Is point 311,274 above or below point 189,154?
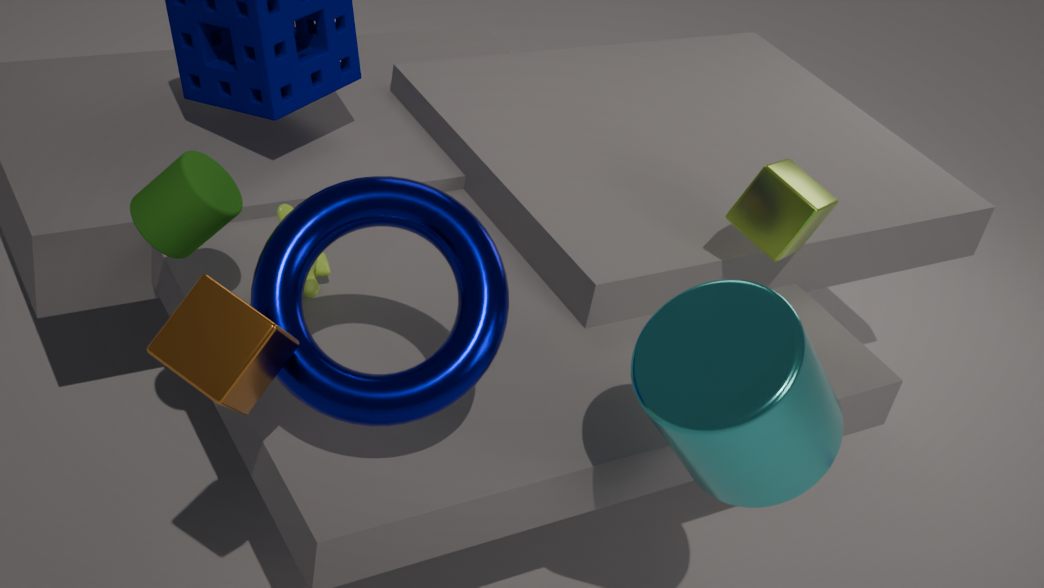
below
